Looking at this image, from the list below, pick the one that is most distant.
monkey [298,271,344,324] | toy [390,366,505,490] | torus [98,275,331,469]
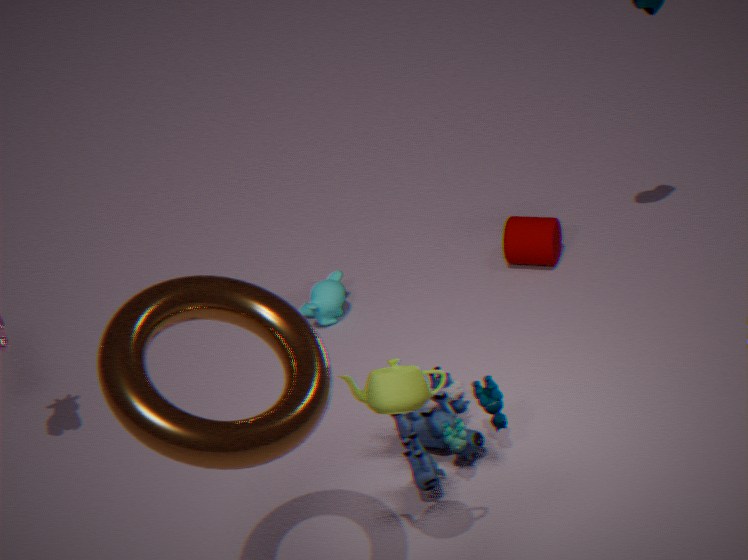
monkey [298,271,344,324]
